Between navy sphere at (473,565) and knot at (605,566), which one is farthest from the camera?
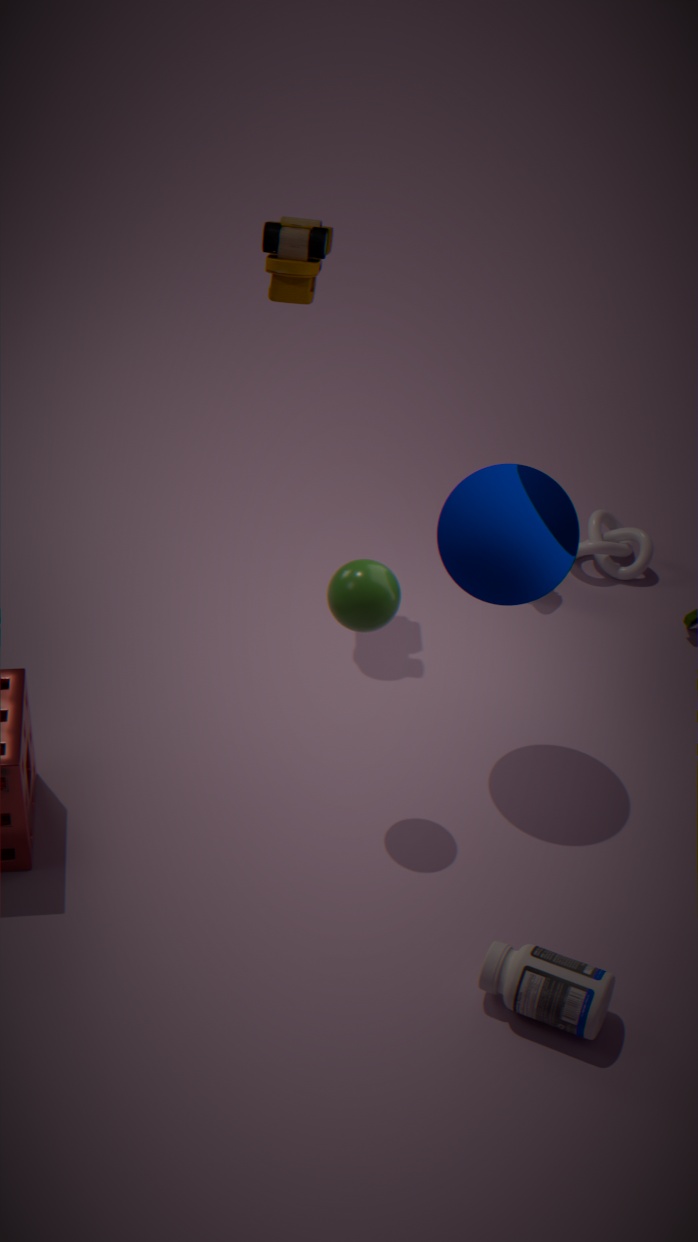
knot at (605,566)
